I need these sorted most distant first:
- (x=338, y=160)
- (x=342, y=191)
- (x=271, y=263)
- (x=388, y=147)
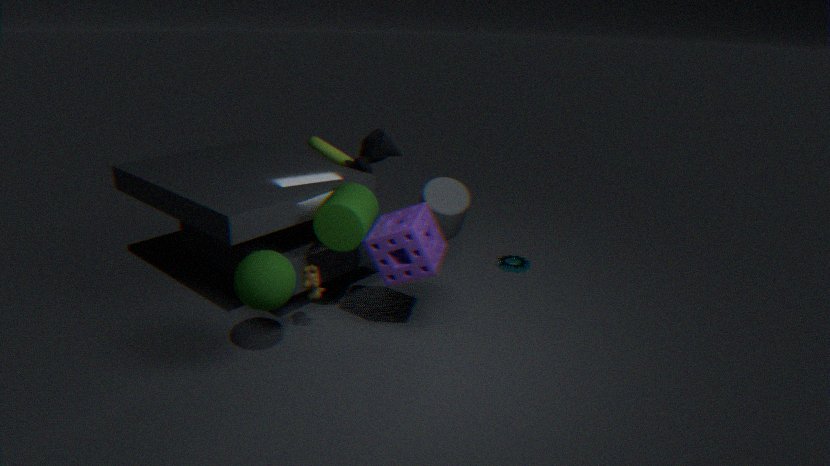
(x=338, y=160) → (x=388, y=147) → (x=342, y=191) → (x=271, y=263)
